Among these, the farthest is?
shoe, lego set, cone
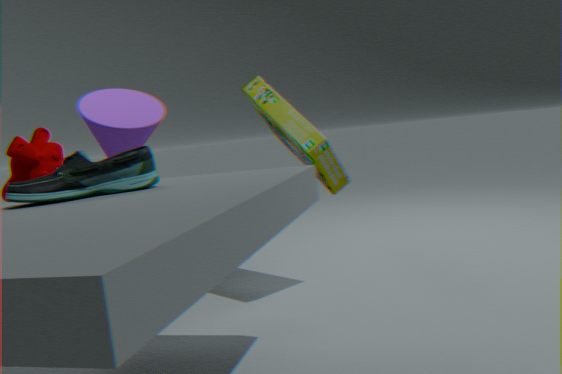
cone
